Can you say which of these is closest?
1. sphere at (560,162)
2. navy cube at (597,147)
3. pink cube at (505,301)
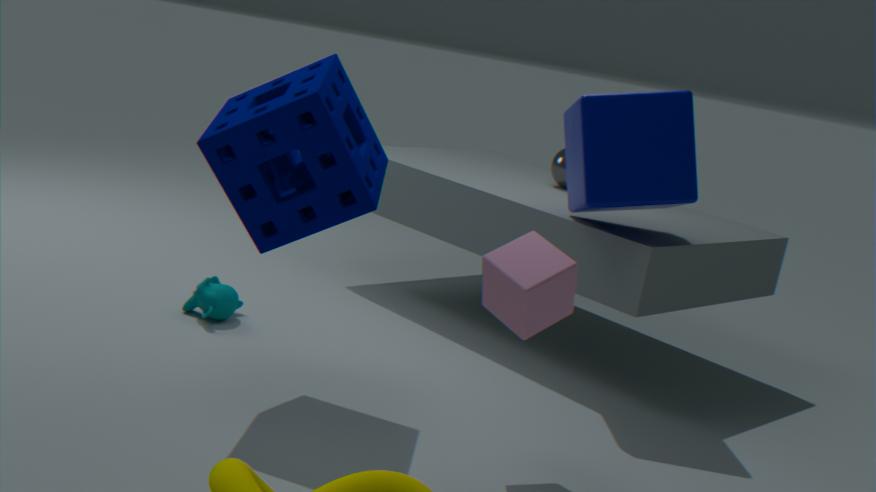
pink cube at (505,301)
